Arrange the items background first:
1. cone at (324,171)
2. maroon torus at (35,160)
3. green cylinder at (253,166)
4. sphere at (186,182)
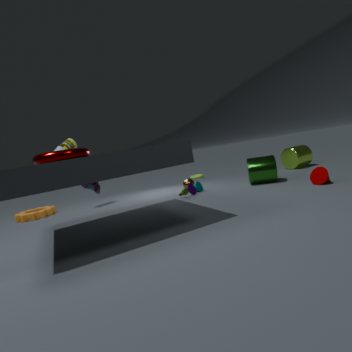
1. sphere at (186,182)
2. green cylinder at (253,166)
3. cone at (324,171)
4. maroon torus at (35,160)
